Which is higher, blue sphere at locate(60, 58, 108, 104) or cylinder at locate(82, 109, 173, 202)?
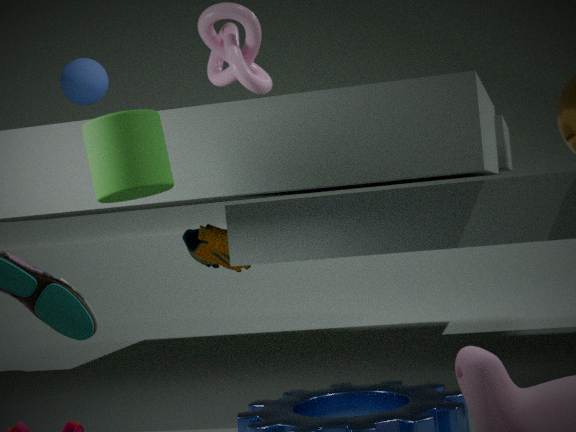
blue sphere at locate(60, 58, 108, 104)
